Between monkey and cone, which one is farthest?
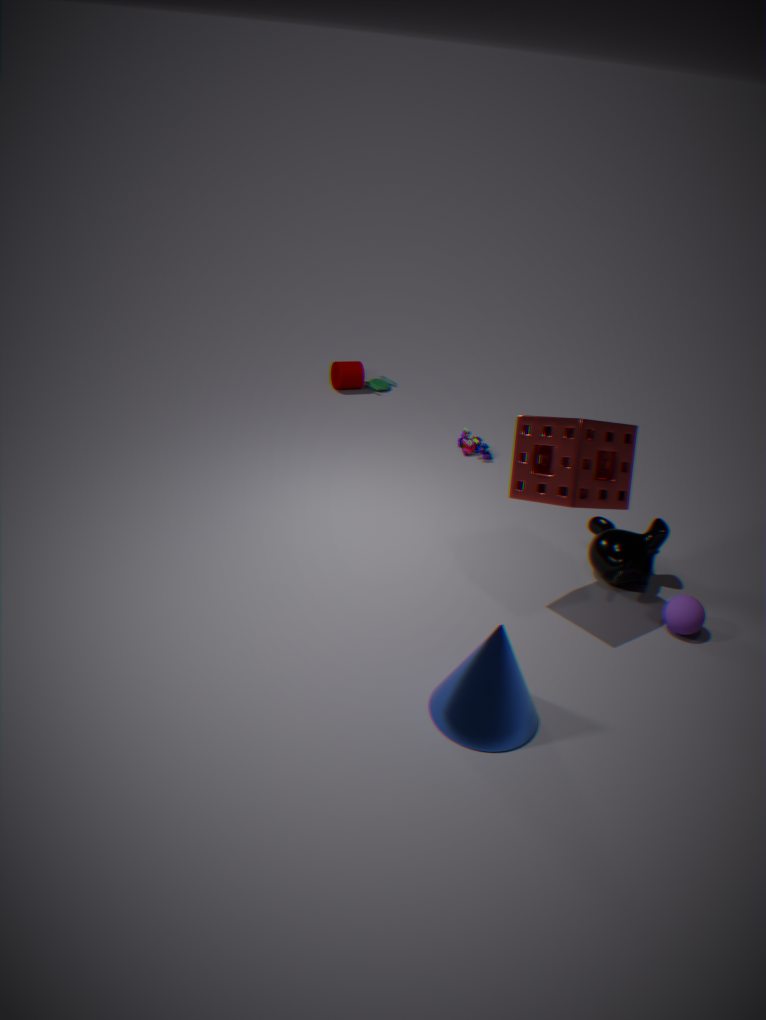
monkey
